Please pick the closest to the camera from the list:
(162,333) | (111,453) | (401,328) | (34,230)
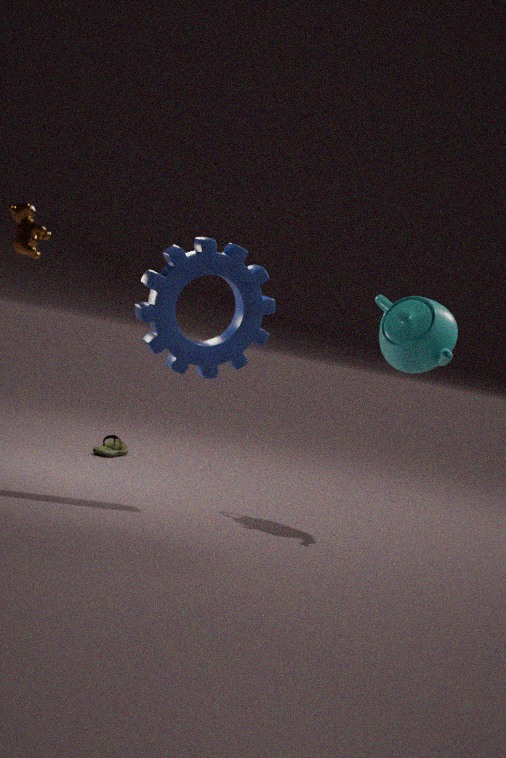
(162,333)
